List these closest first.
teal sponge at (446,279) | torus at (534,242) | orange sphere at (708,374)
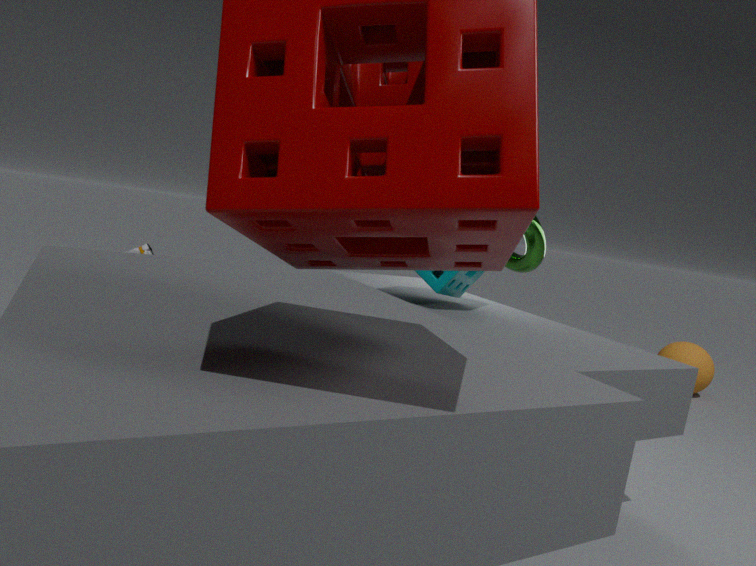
teal sponge at (446,279), torus at (534,242), orange sphere at (708,374)
